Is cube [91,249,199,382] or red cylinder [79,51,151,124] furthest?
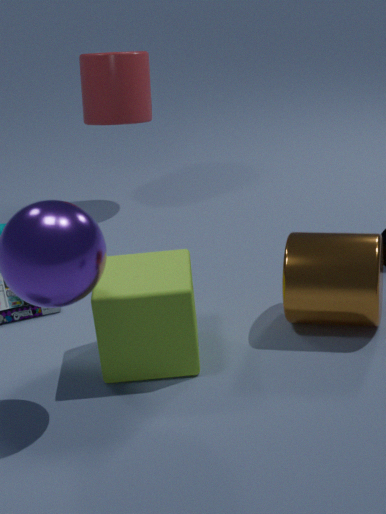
red cylinder [79,51,151,124]
